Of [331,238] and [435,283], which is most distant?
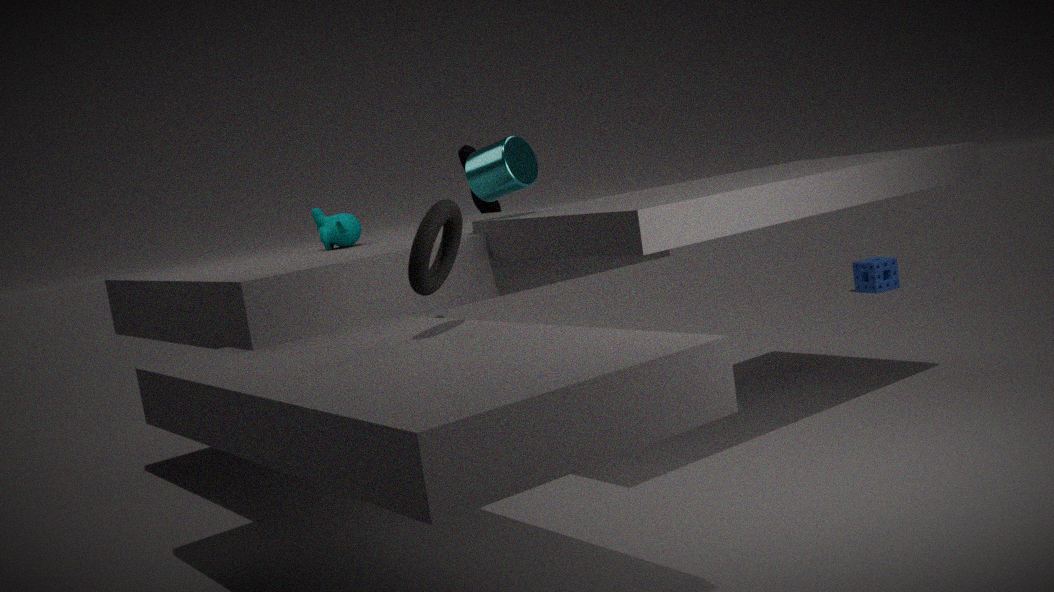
[331,238]
